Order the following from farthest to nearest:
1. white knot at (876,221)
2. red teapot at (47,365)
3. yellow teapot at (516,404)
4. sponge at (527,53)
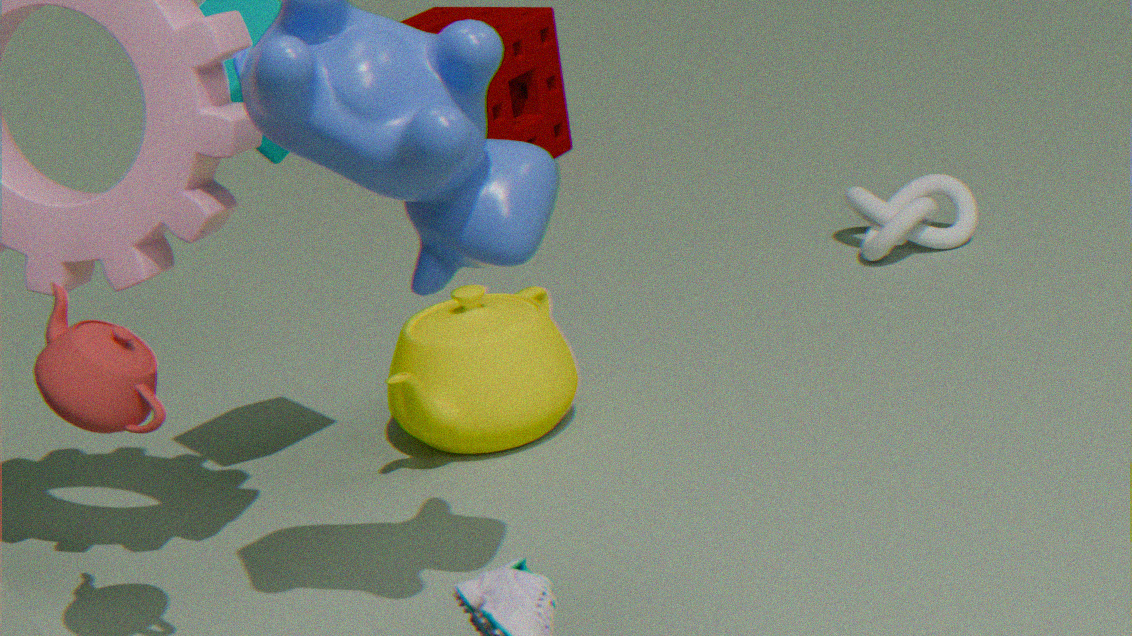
1. sponge at (527,53)
2. white knot at (876,221)
3. yellow teapot at (516,404)
4. red teapot at (47,365)
